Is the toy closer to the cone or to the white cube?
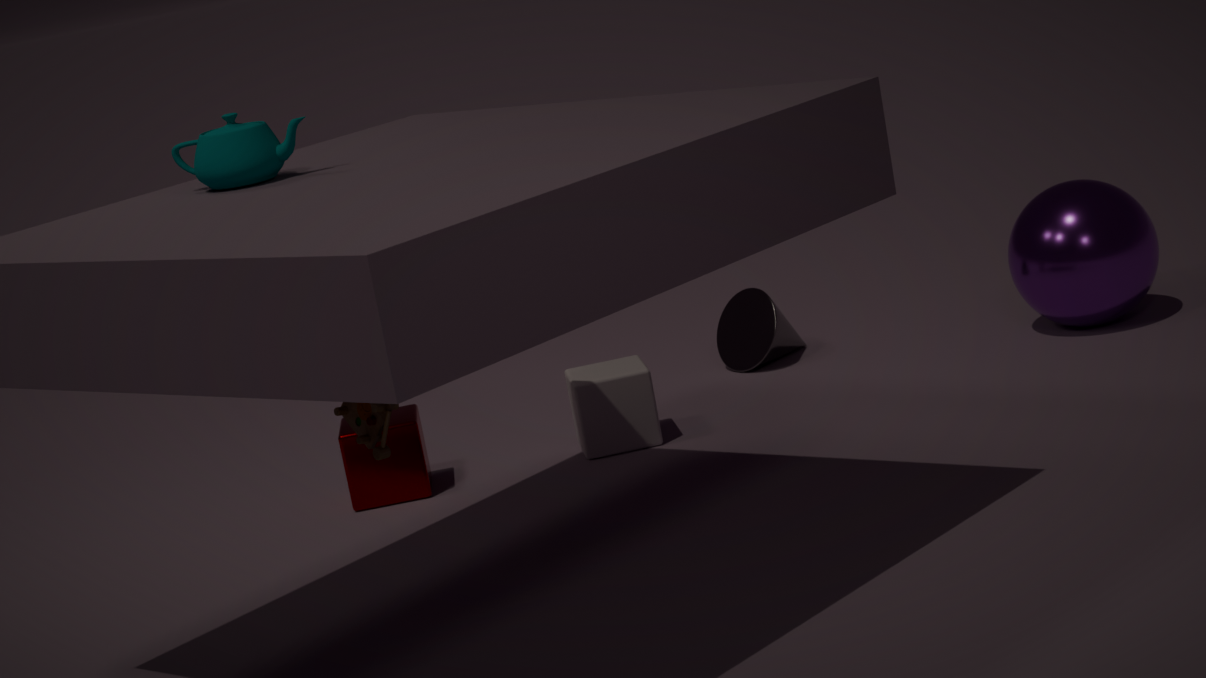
the white cube
